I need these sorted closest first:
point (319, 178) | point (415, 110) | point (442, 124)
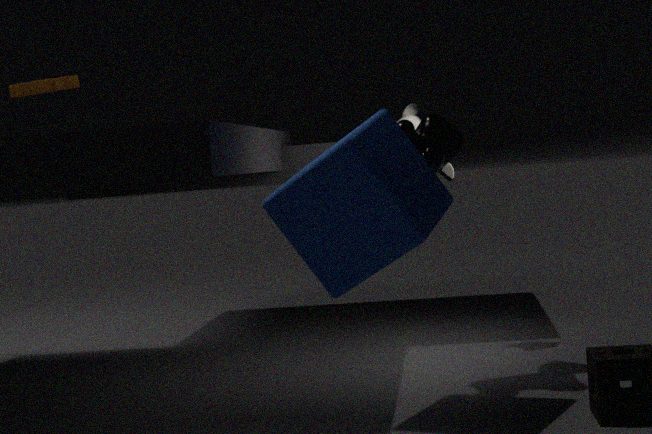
point (319, 178) → point (442, 124) → point (415, 110)
